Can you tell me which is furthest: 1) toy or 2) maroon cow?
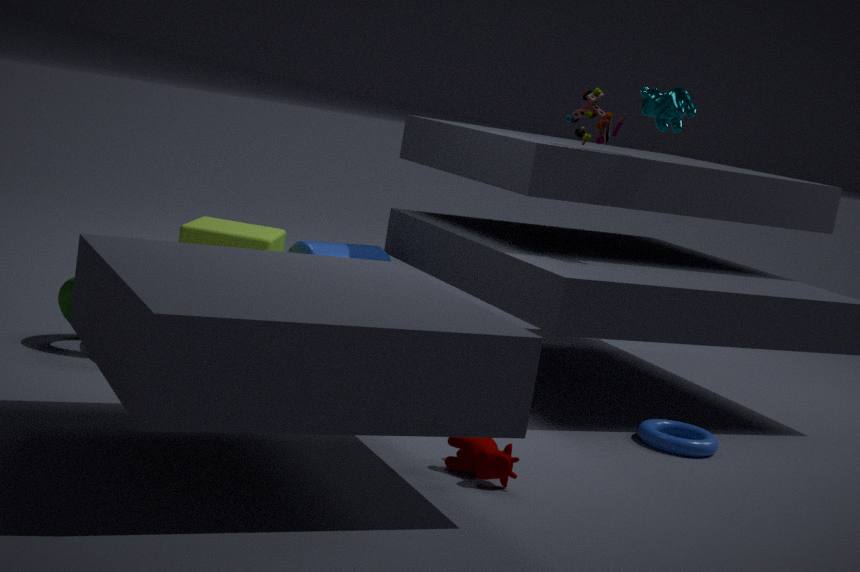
1. toy
